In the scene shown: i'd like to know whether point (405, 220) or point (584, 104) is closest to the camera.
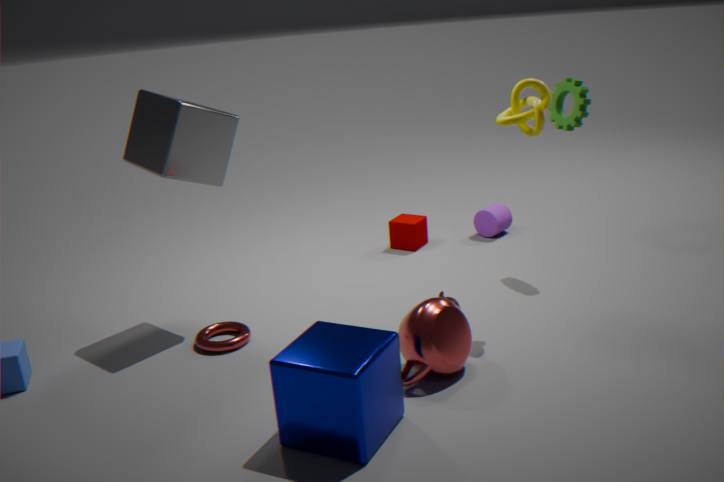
point (584, 104)
